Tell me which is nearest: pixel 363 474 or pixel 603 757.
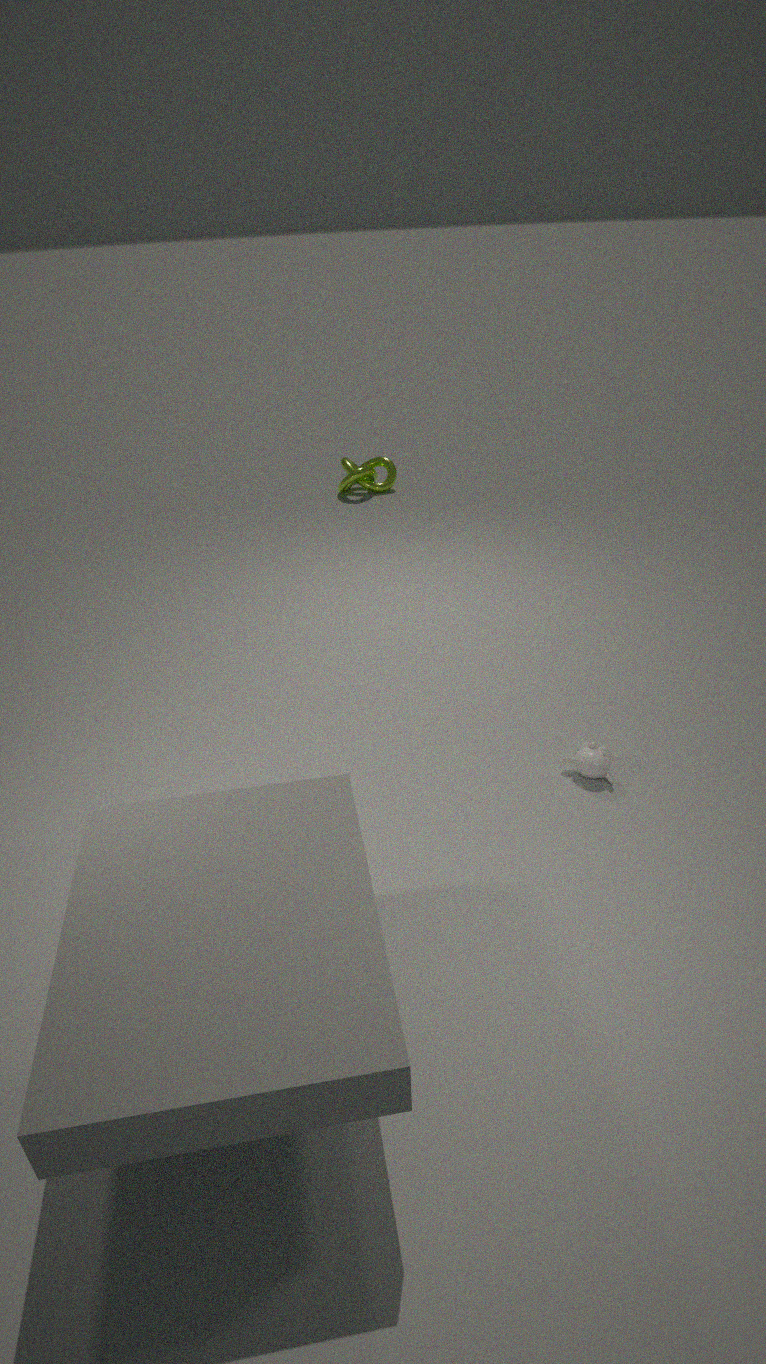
pixel 603 757
